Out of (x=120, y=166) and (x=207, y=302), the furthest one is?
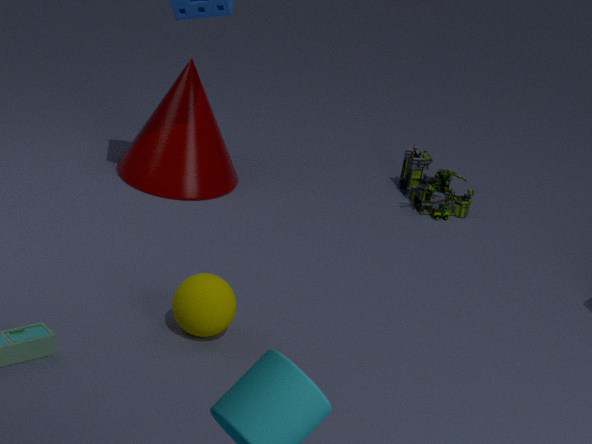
(x=120, y=166)
